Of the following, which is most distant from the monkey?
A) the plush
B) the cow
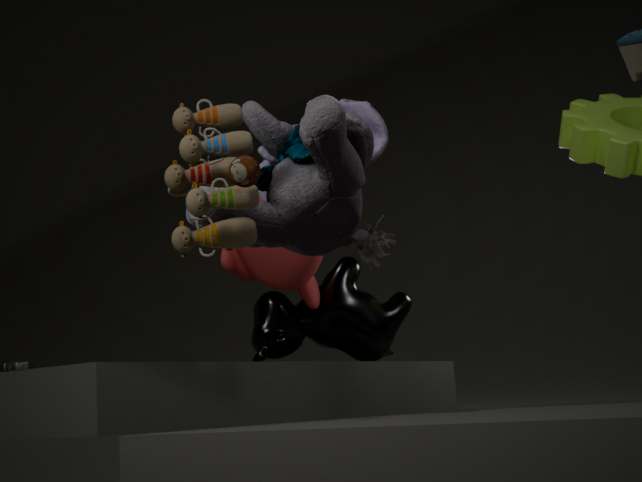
the plush
